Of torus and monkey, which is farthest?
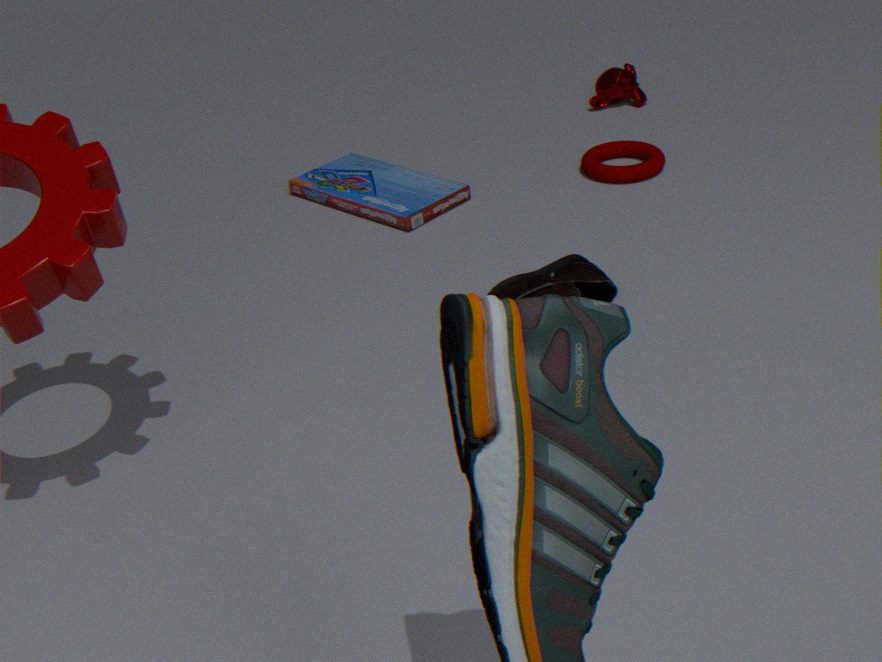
monkey
